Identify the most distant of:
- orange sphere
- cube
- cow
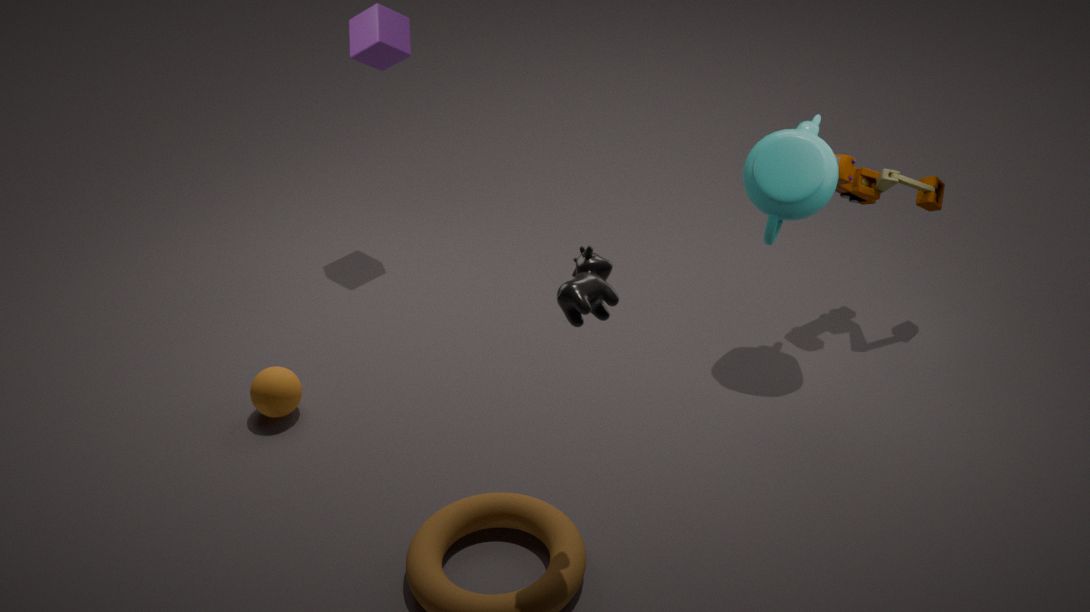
cube
